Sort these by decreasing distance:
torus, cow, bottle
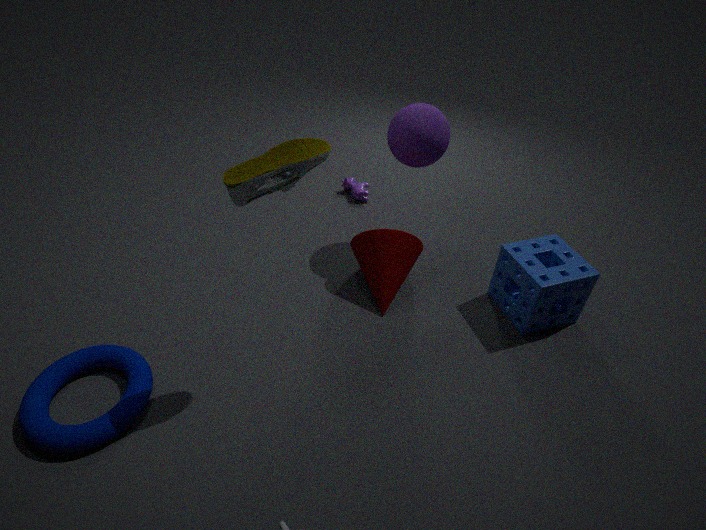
cow < torus < bottle
